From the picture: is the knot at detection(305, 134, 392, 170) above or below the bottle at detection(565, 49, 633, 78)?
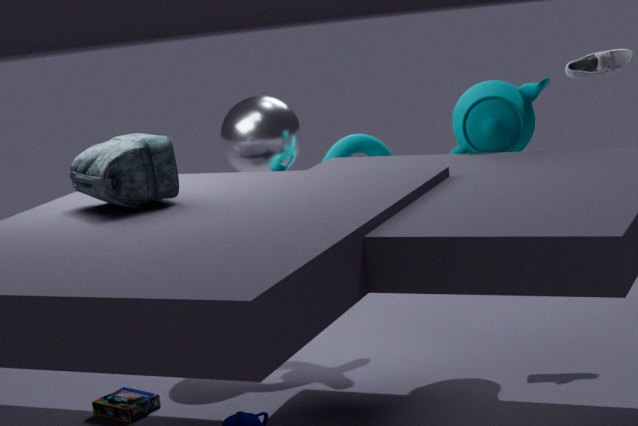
below
